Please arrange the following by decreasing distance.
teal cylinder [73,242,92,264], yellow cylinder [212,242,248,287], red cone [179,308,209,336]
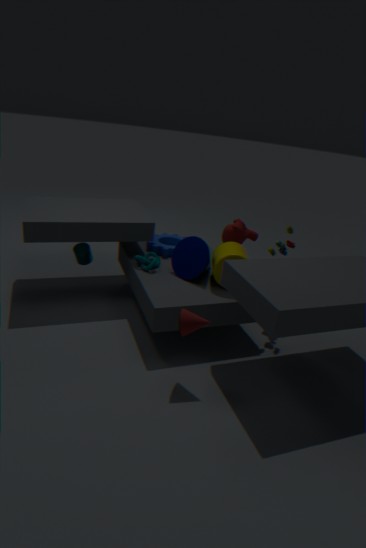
1. teal cylinder [73,242,92,264]
2. yellow cylinder [212,242,248,287]
3. red cone [179,308,209,336]
